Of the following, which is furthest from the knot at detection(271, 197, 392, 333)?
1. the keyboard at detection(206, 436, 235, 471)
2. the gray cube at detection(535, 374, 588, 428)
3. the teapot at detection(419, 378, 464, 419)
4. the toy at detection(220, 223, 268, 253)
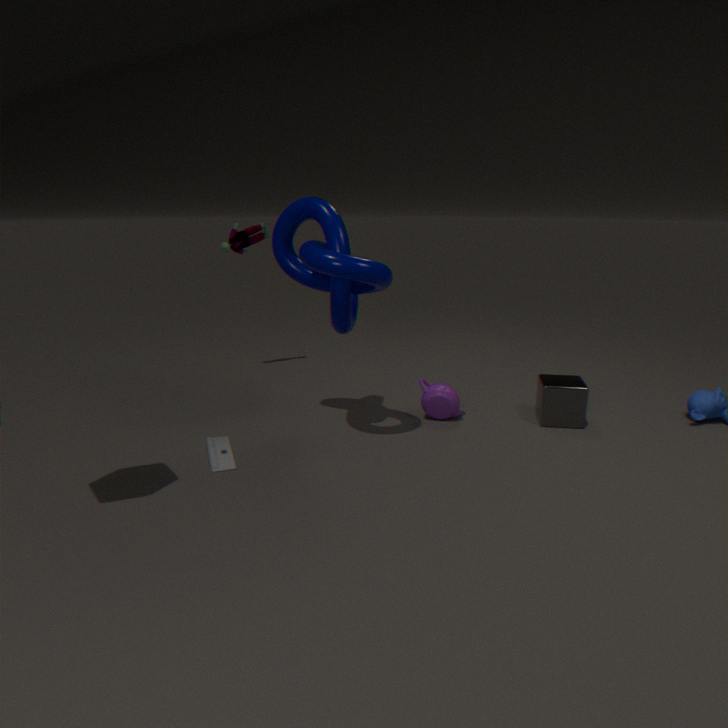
the gray cube at detection(535, 374, 588, 428)
